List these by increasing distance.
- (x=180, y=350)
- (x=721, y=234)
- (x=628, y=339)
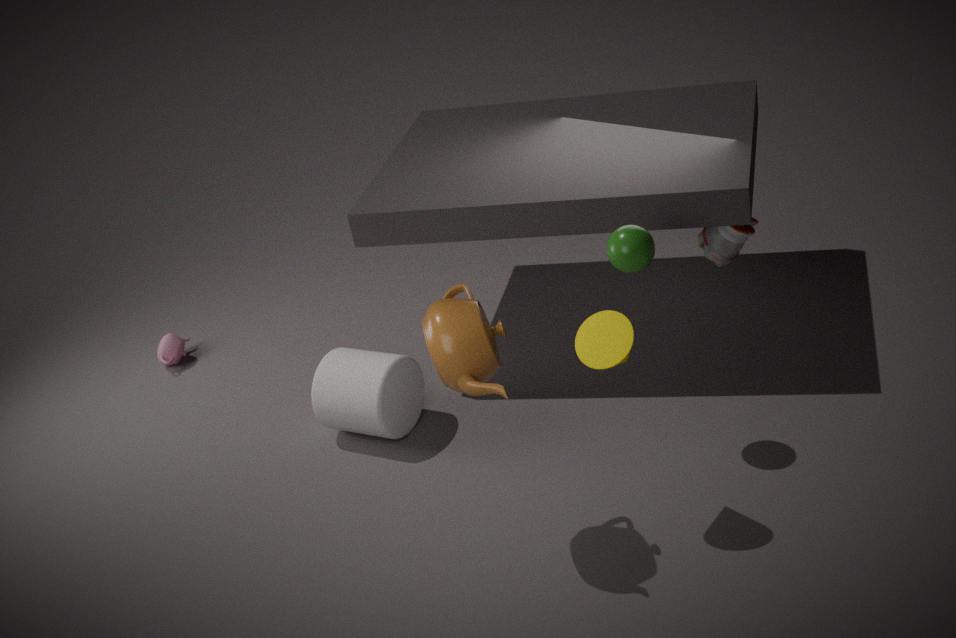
1. (x=628, y=339)
2. (x=721, y=234)
3. (x=180, y=350)
